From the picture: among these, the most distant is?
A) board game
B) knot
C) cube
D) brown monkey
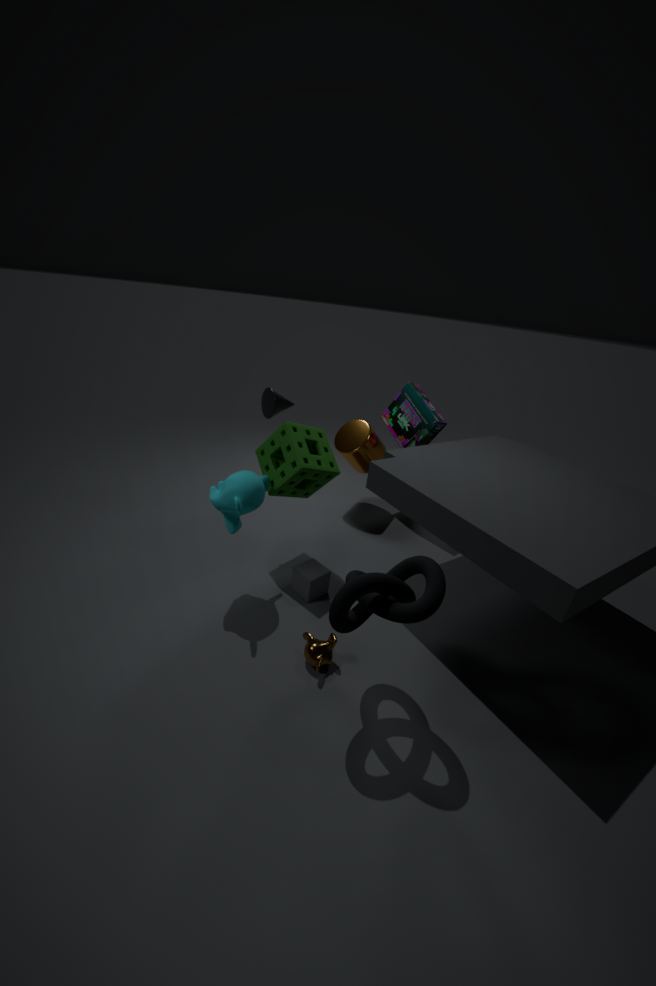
A. board game
